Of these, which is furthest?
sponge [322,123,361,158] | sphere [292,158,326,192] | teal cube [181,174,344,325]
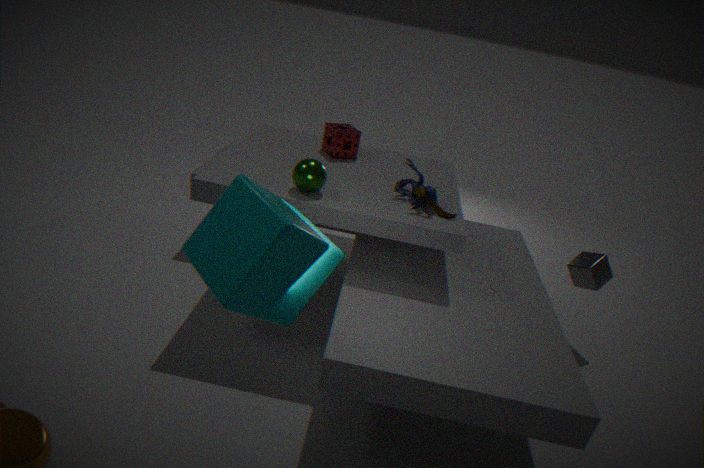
sponge [322,123,361,158]
